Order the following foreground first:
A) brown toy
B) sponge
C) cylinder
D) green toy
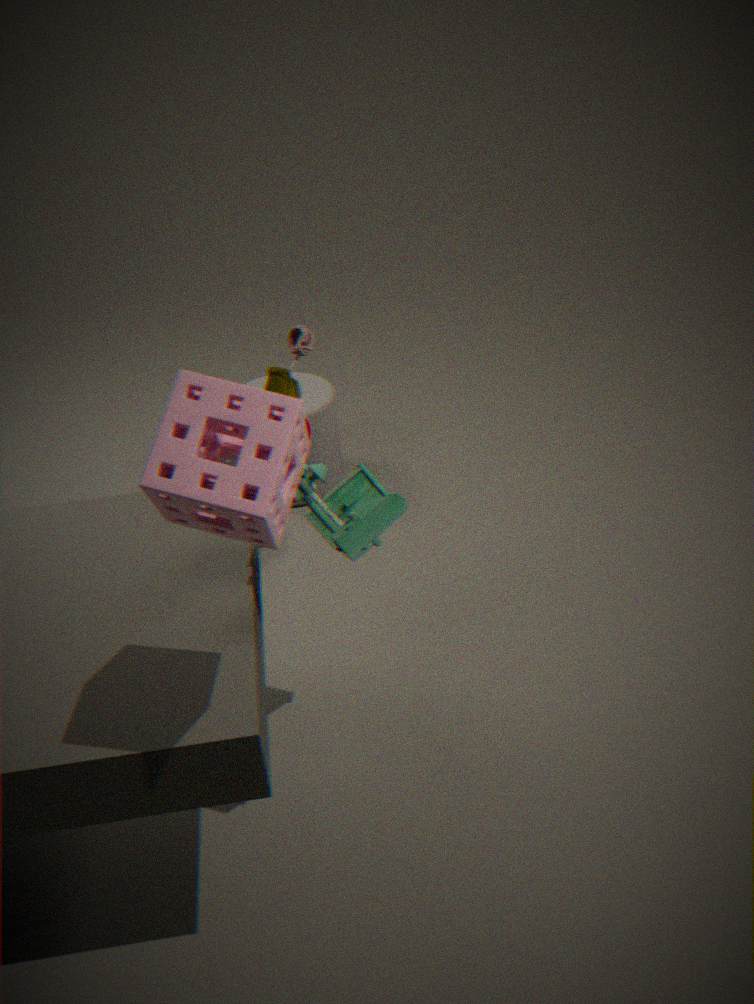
1. sponge
2. green toy
3. brown toy
4. cylinder
